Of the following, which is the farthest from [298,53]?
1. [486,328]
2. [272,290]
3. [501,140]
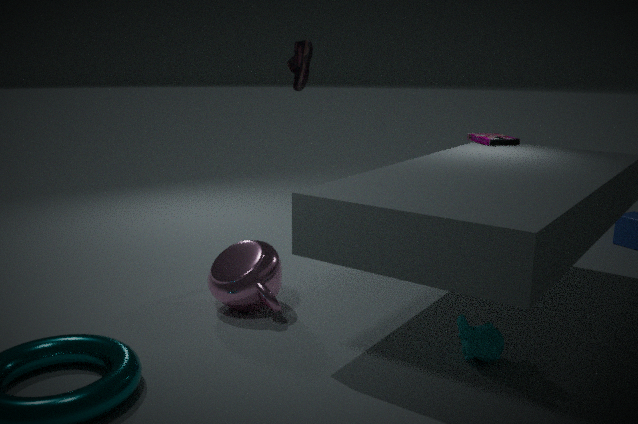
[486,328]
